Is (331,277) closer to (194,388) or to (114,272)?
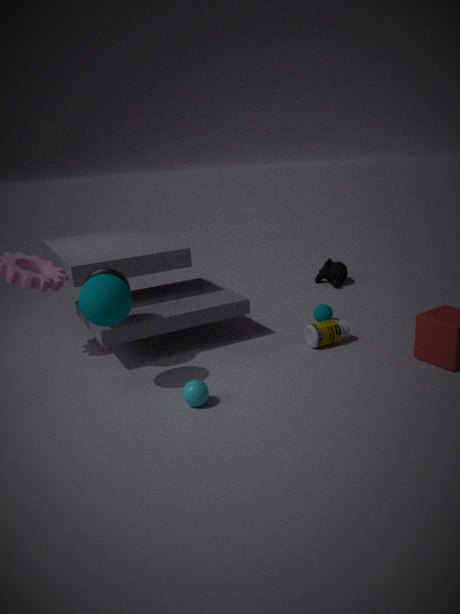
(114,272)
